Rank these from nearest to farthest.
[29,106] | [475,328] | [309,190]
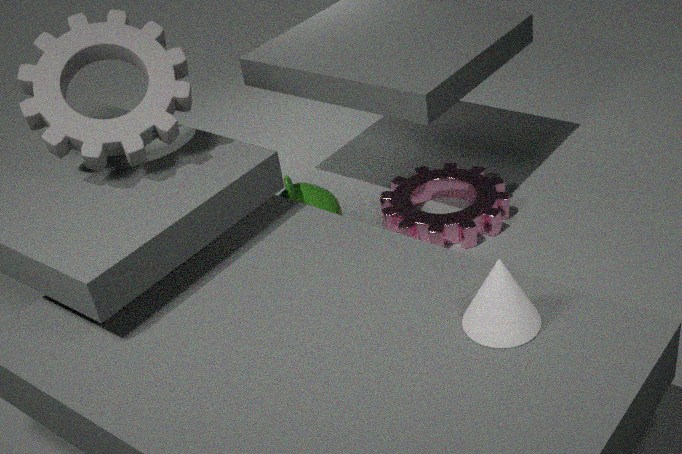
[475,328] → [29,106] → [309,190]
